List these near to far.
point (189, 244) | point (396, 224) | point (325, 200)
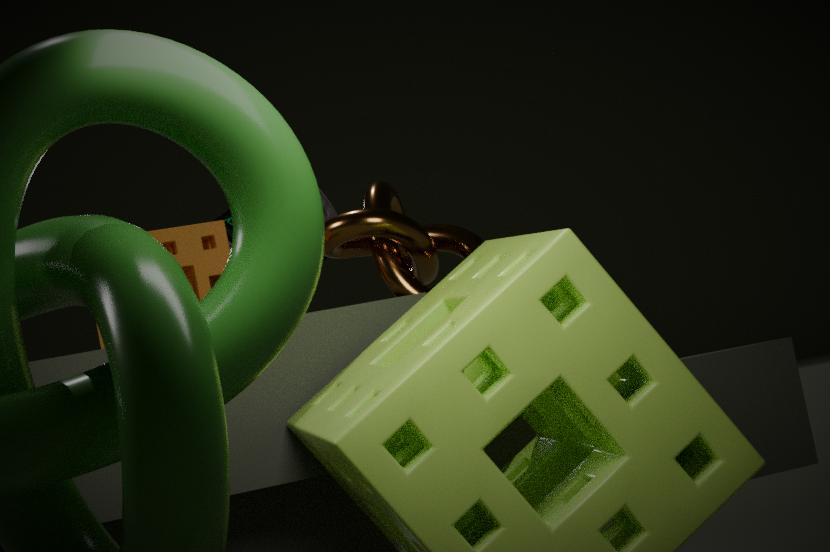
1. point (396, 224)
2. point (189, 244)
3. point (325, 200)
